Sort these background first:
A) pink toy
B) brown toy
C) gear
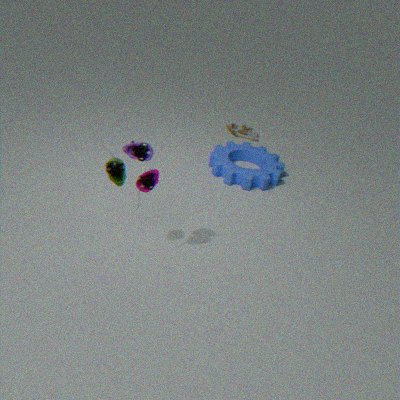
brown toy, gear, pink toy
